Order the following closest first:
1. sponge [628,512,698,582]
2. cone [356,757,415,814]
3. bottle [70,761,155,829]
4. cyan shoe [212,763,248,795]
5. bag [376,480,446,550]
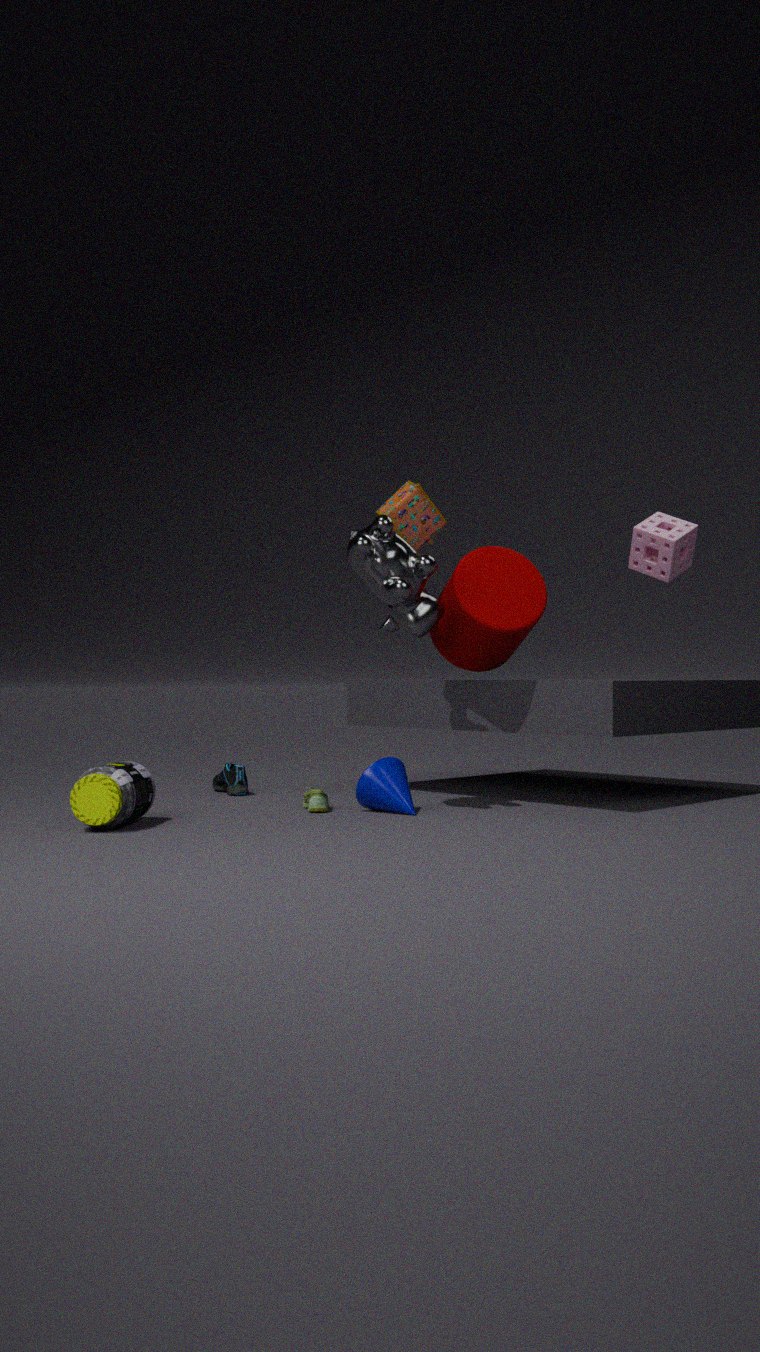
bottle [70,761,155,829] < cone [356,757,415,814] < bag [376,480,446,550] < sponge [628,512,698,582] < cyan shoe [212,763,248,795]
